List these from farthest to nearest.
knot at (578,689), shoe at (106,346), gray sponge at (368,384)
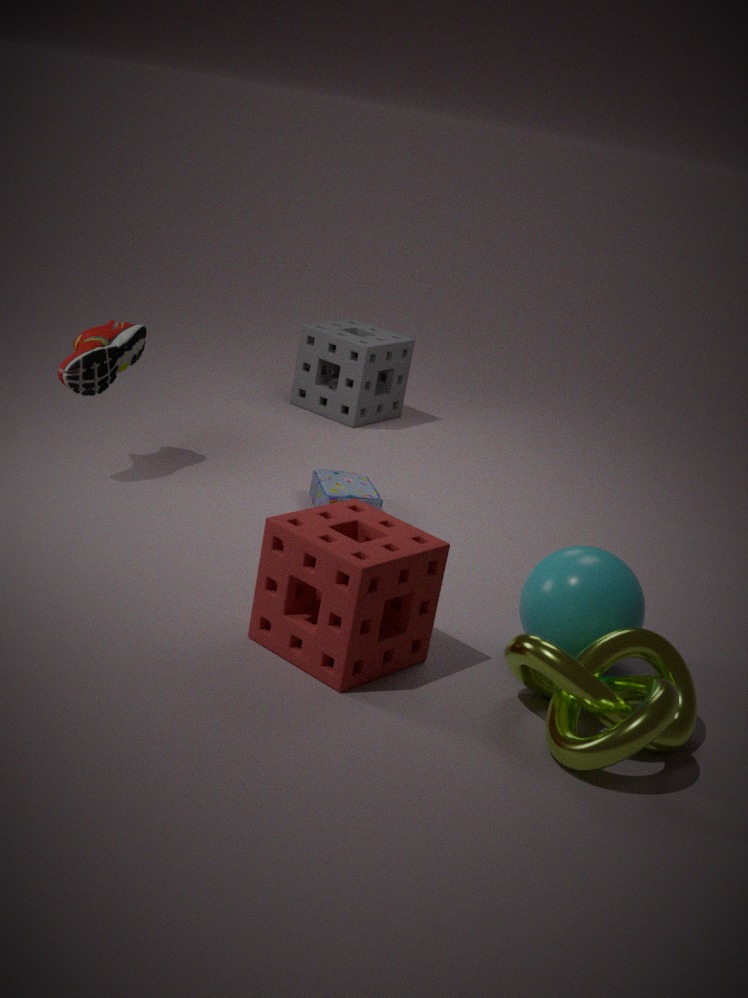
gray sponge at (368,384)
shoe at (106,346)
knot at (578,689)
